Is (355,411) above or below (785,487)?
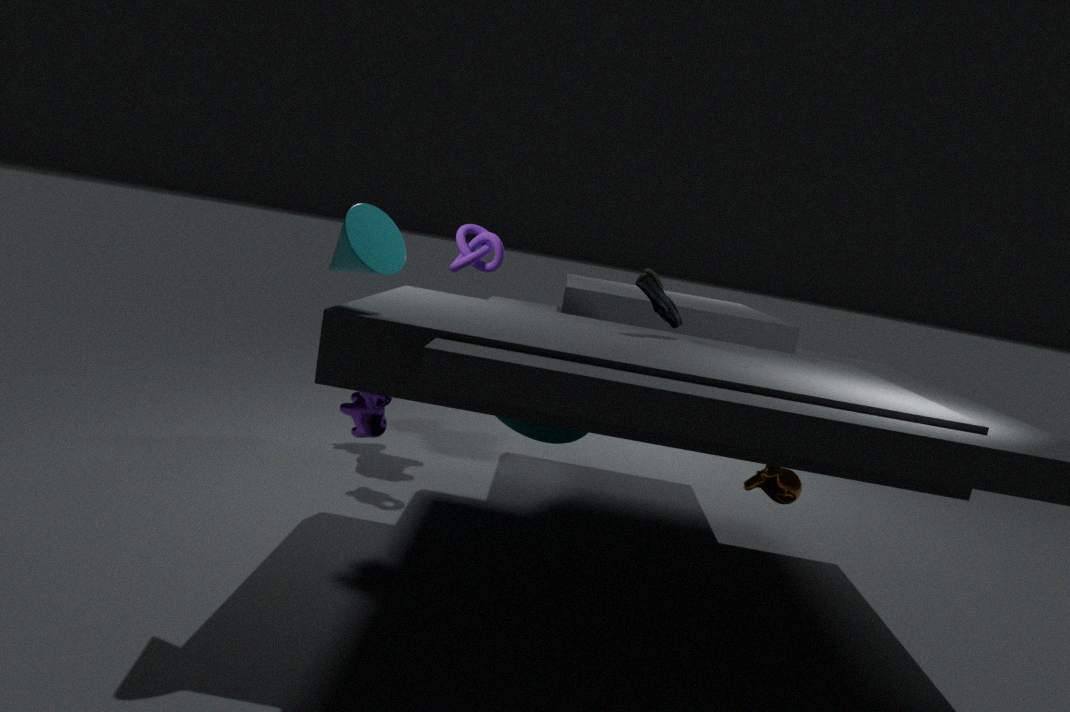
above
